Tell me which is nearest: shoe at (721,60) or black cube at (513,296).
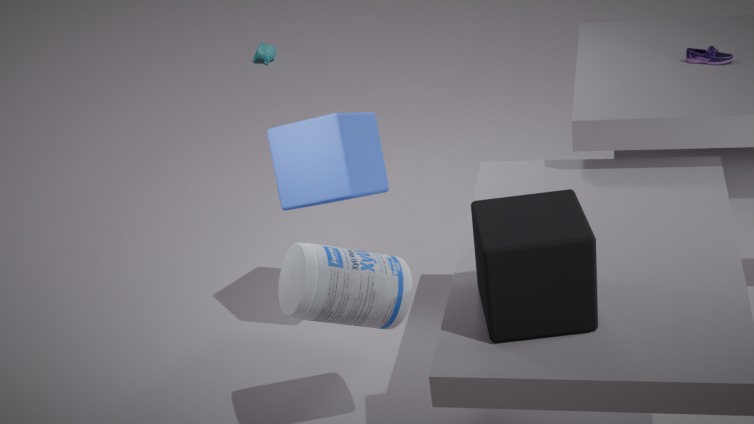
black cube at (513,296)
